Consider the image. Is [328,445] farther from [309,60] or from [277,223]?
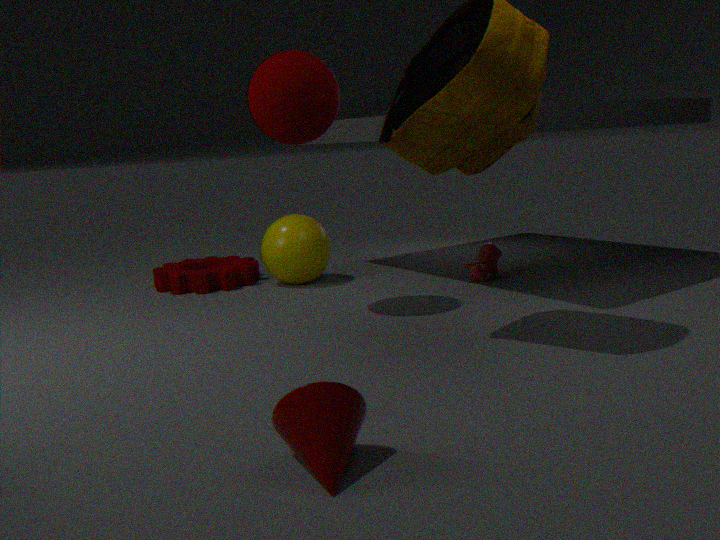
[277,223]
